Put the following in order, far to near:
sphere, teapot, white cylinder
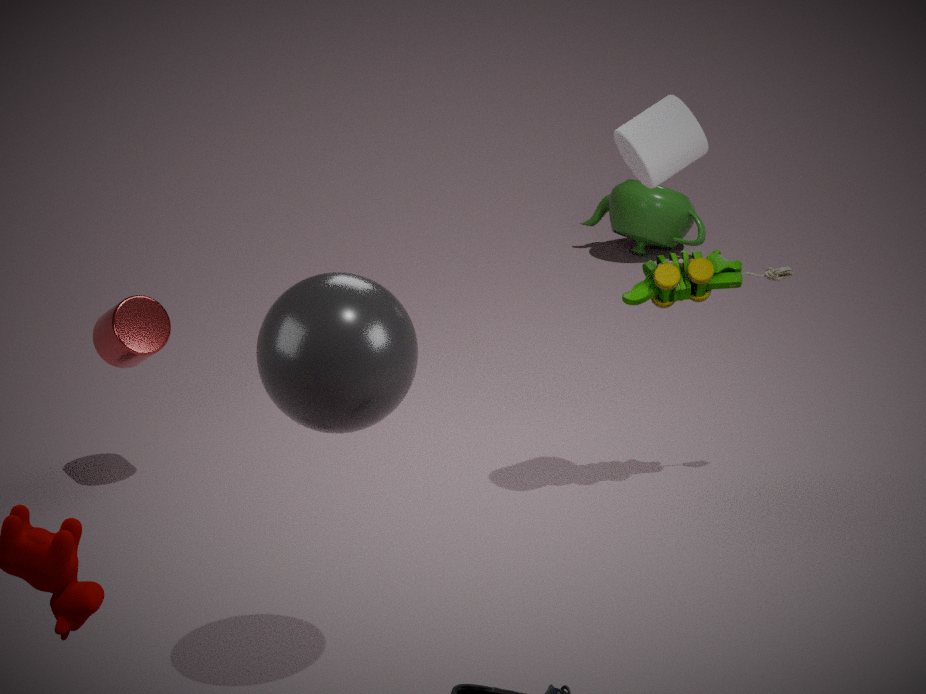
teapot → white cylinder → sphere
